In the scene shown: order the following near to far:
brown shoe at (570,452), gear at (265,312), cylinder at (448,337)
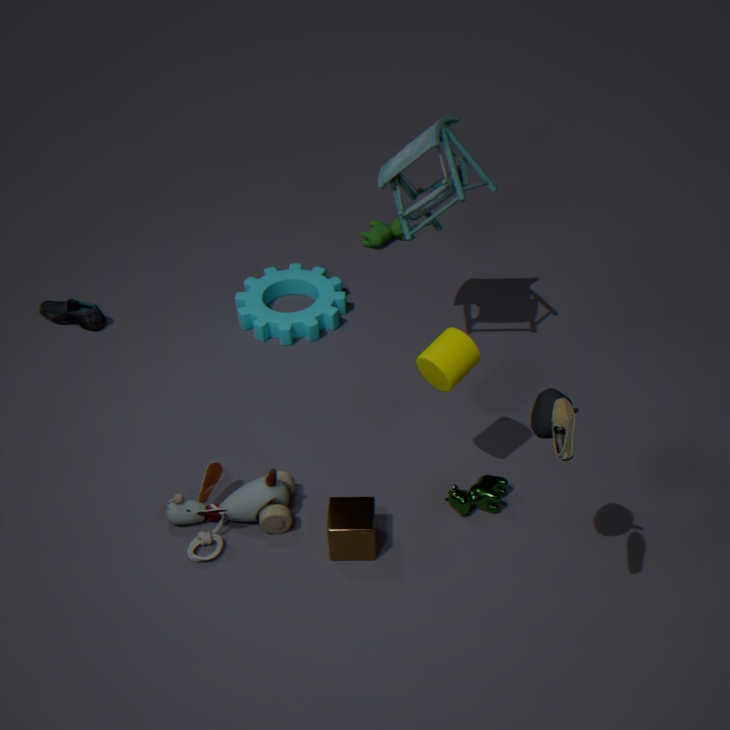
brown shoe at (570,452) < cylinder at (448,337) < gear at (265,312)
